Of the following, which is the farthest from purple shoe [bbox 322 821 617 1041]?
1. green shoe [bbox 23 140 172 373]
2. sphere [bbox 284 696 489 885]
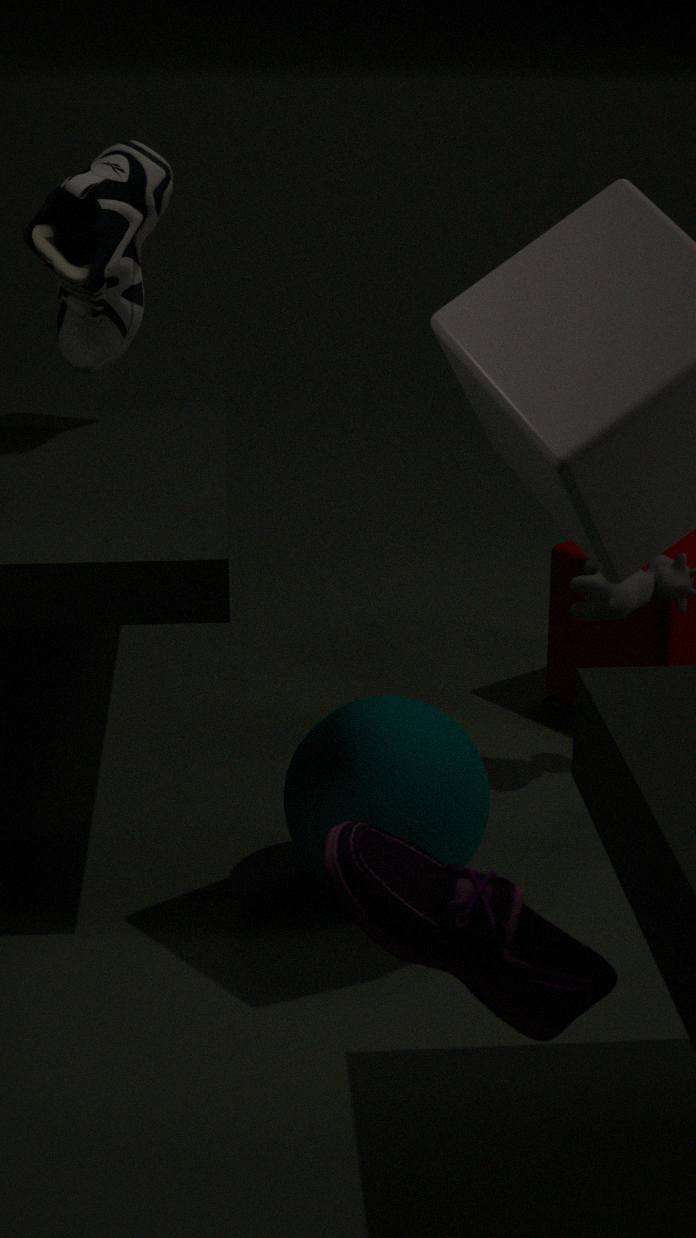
green shoe [bbox 23 140 172 373]
